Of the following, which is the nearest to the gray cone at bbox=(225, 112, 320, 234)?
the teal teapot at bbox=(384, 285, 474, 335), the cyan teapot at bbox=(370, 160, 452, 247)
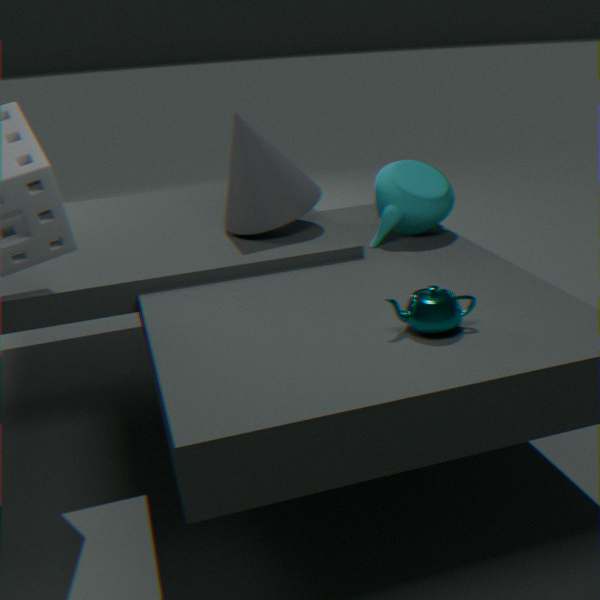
the cyan teapot at bbox=(370, 160, 452, 247)
